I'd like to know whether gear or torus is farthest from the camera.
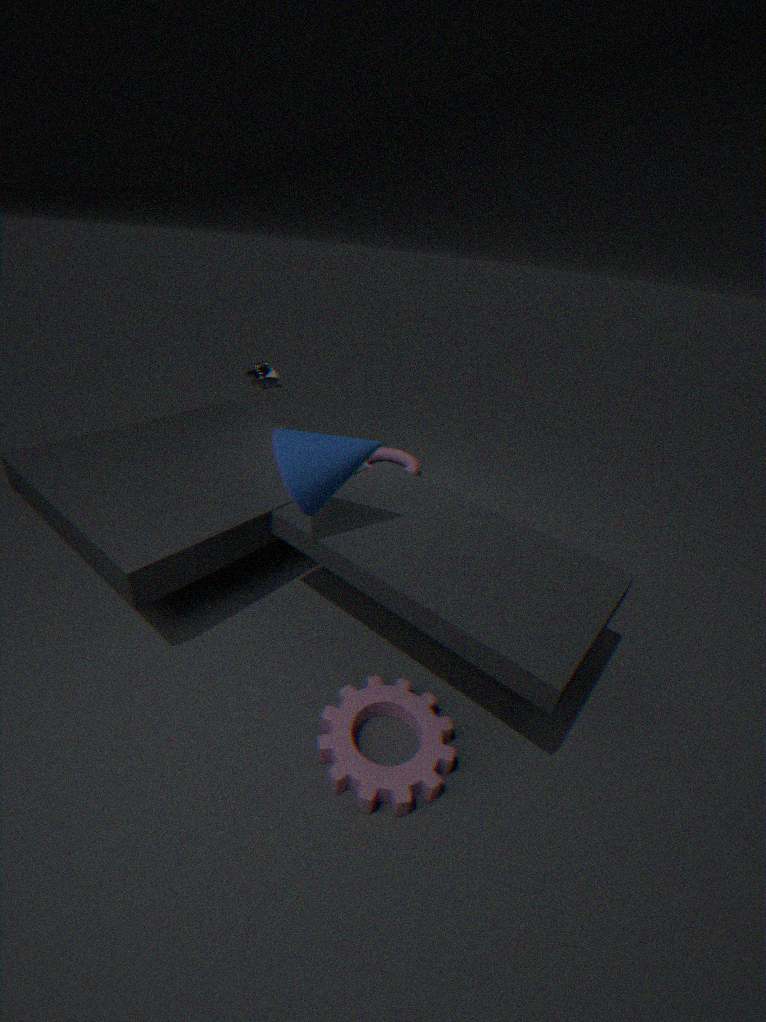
torus
